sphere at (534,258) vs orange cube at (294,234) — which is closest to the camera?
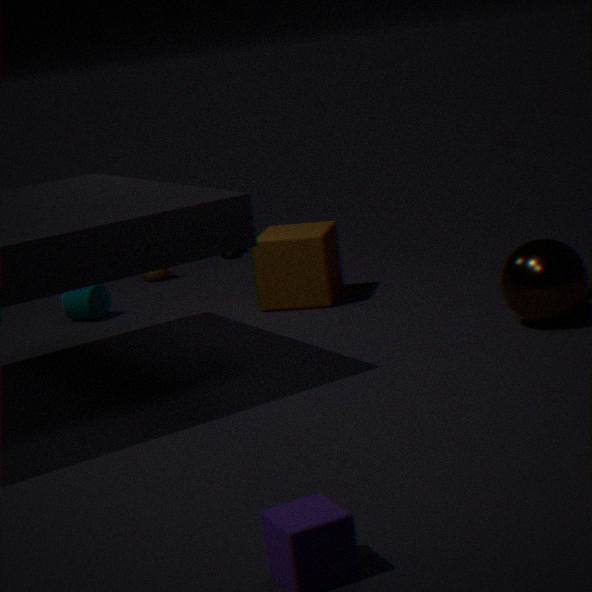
sphere at (534,258)
